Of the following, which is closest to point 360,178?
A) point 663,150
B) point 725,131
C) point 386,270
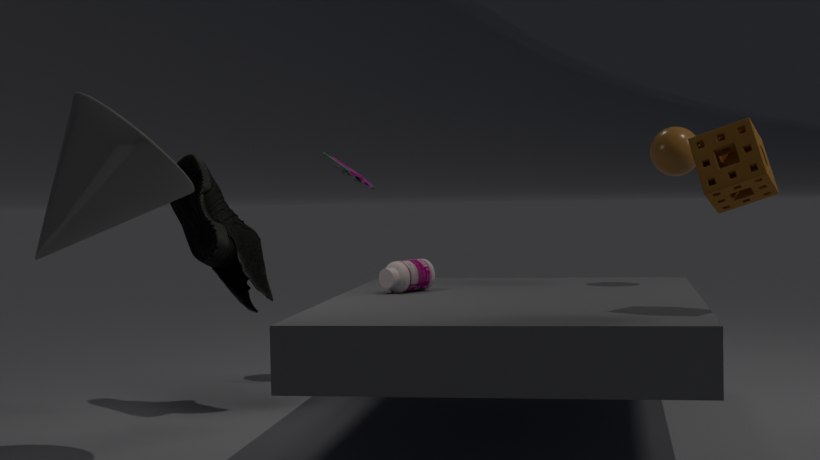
point 386,270
